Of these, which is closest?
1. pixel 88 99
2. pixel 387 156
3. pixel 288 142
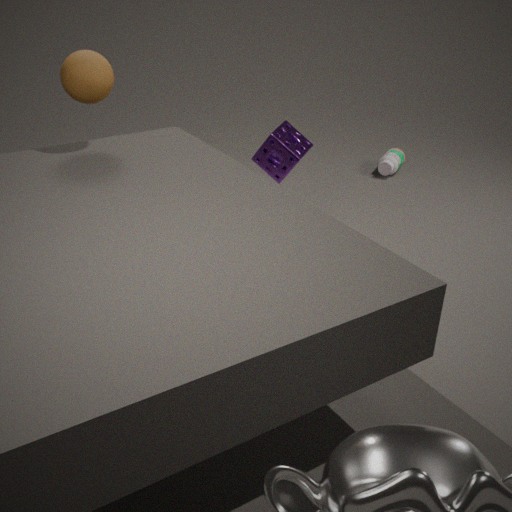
pixel 88 99
